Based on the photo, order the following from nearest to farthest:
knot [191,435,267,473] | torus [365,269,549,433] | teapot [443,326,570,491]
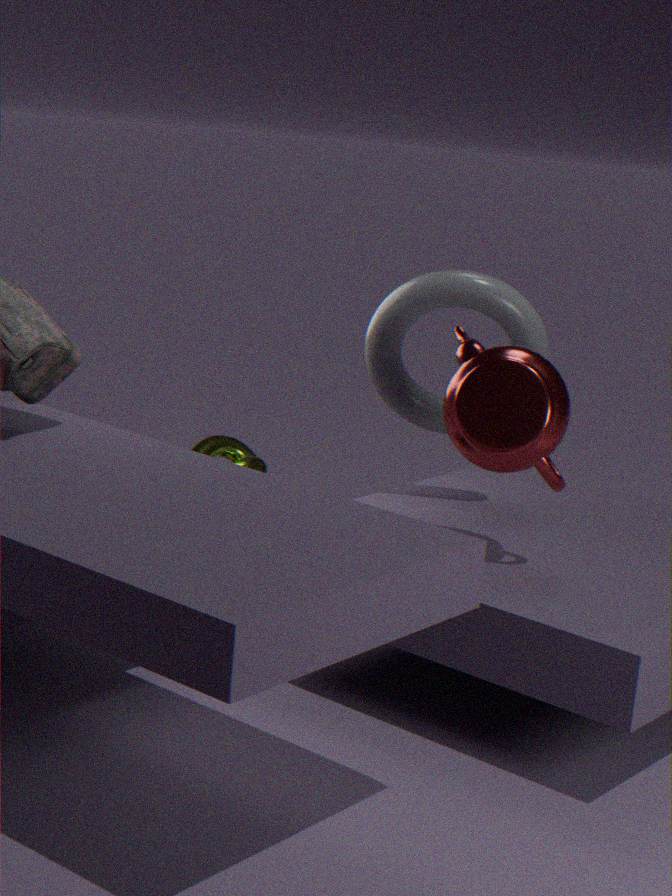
teapot [443,326,570,491] → torus [365,269,549,433] → knot [191,435,267,473]
